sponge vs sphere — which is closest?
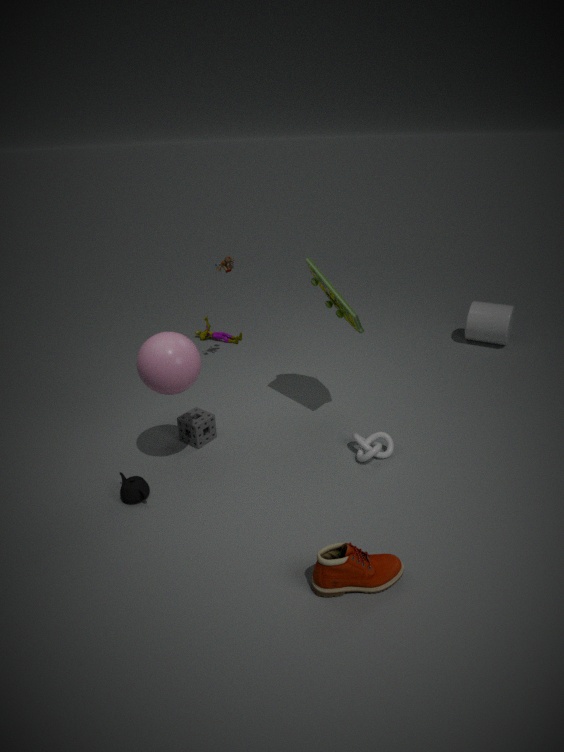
sphere
